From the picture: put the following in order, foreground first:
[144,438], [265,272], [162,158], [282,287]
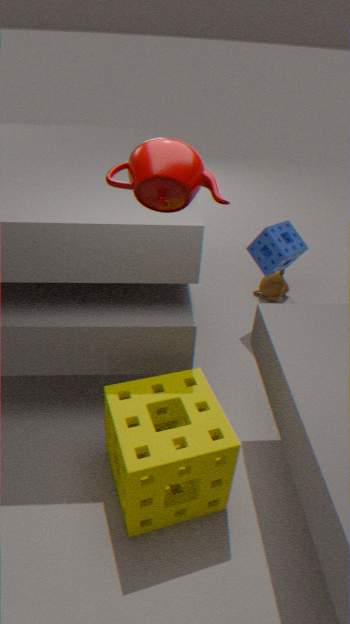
[162,158]
[144,438]
[265,272]
[282,287]
